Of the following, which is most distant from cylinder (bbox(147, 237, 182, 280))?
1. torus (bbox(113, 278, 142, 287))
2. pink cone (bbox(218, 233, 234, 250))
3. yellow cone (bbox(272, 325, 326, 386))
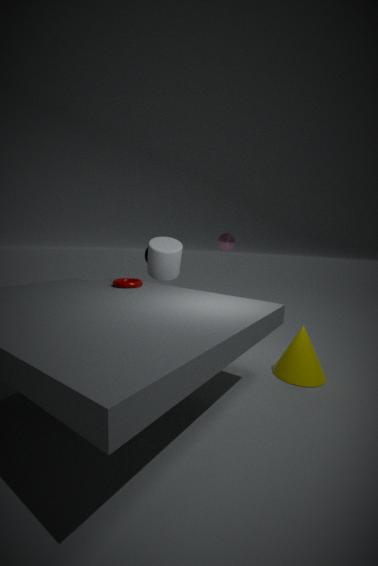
yellow cone (bbox(272, 325, 326, 386))
